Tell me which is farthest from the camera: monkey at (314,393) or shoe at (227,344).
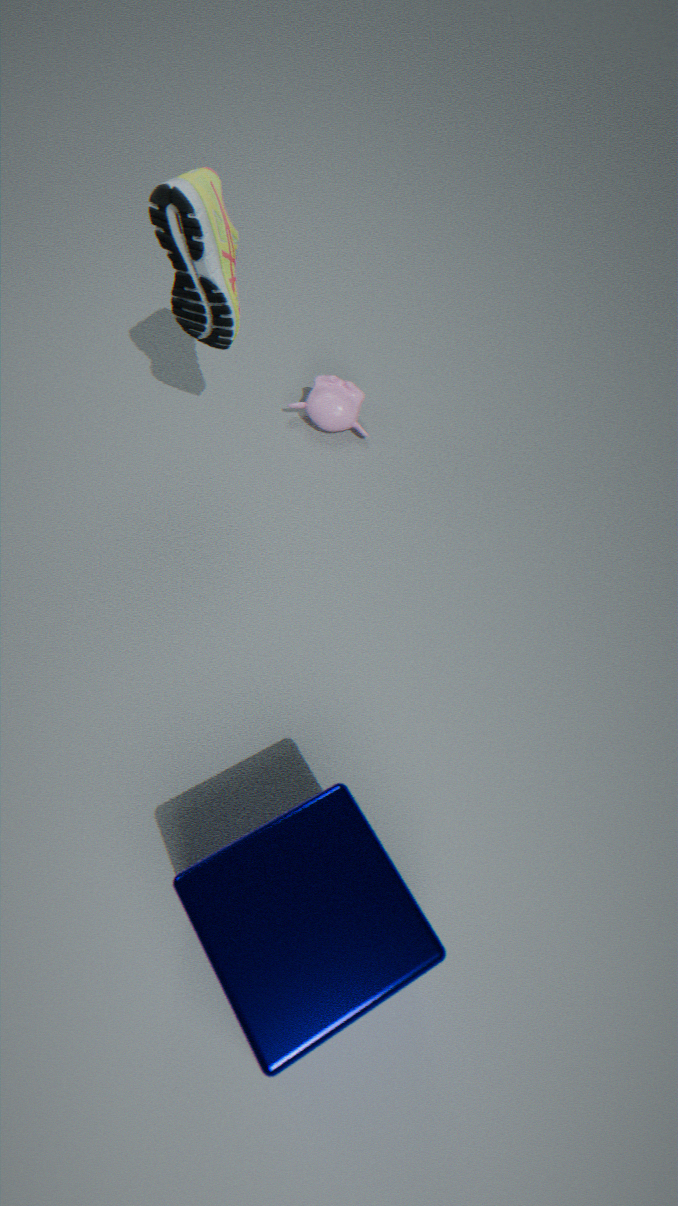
monkey at (314,393)
